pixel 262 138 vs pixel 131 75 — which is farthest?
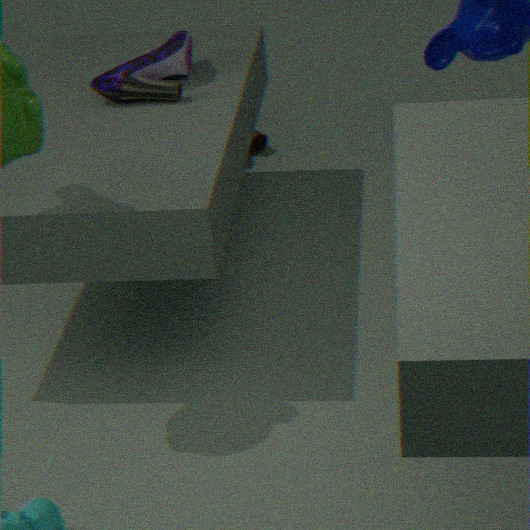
pixel 262 138
